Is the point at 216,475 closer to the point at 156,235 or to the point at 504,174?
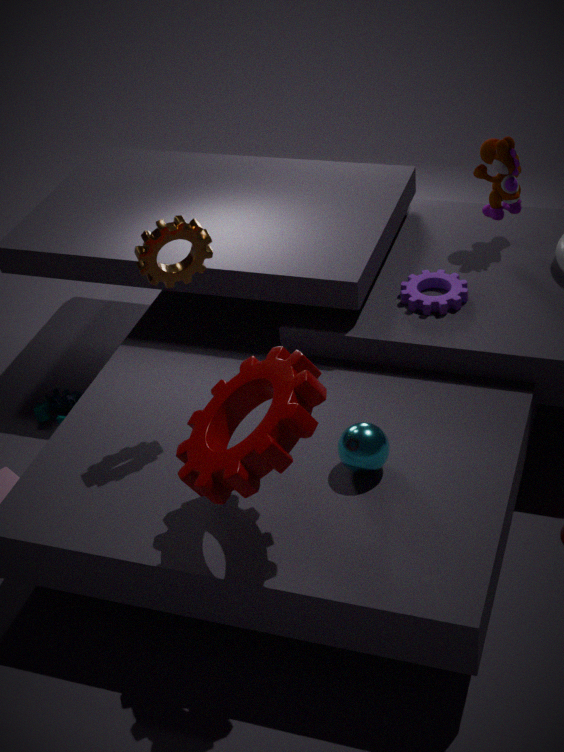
the point at 156,235
